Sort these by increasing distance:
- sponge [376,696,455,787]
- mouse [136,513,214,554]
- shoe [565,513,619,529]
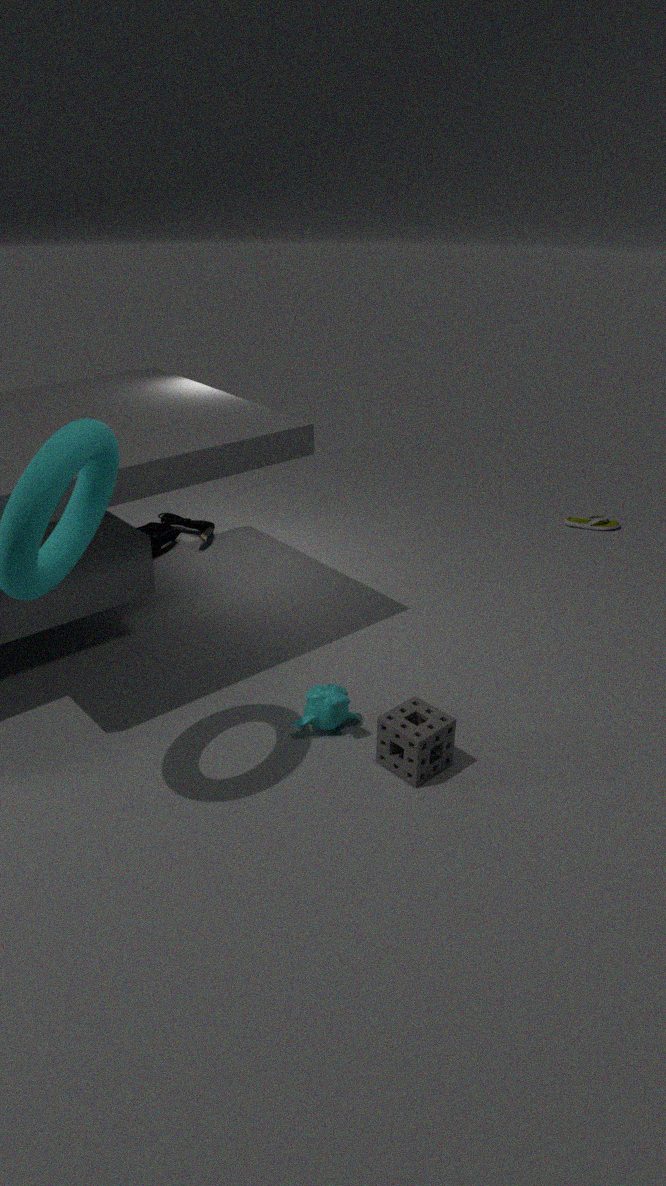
sponge [376,696,455,787], mouse [136,513,214,554], shoe [565,513,619,529]
